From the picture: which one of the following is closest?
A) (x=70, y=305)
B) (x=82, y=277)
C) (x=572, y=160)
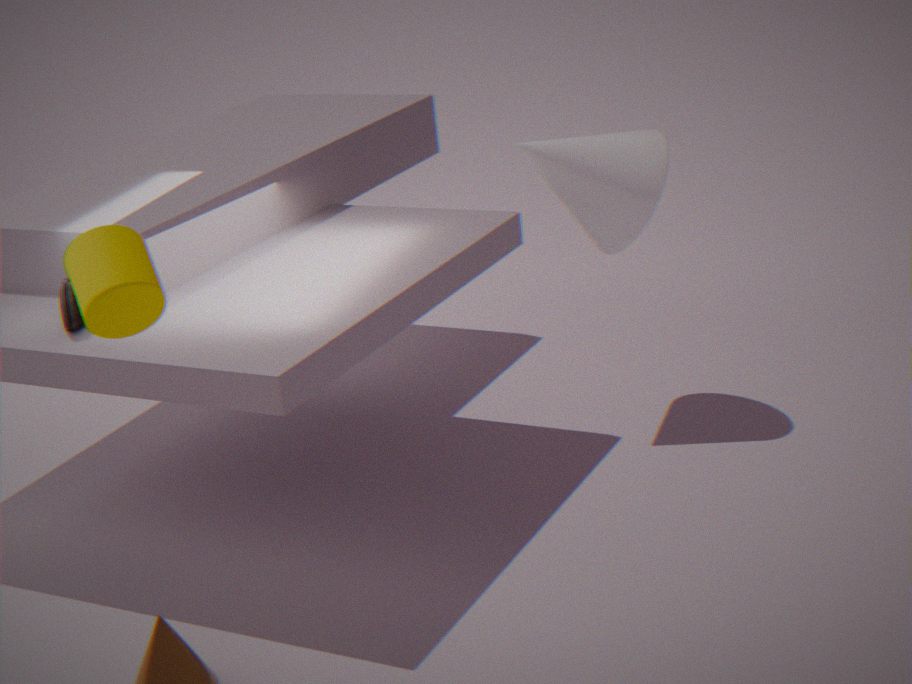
(x=82, y=277)
